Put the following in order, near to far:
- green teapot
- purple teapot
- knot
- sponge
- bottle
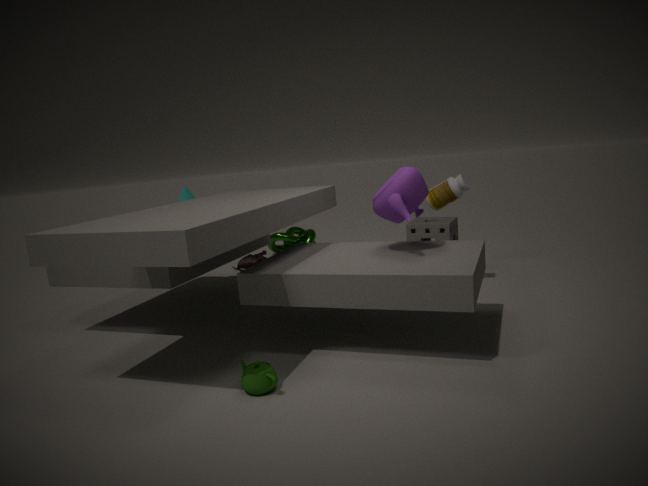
green teapot → purple teapot → bottle → sponge → knot
